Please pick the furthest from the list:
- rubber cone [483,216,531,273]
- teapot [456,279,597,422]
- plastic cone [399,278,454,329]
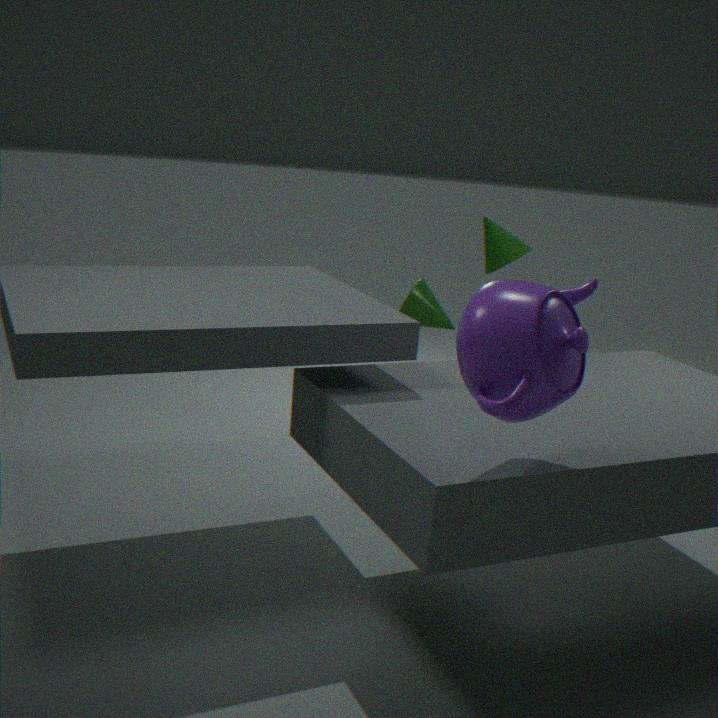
rubber cone [483,216,531,273]
